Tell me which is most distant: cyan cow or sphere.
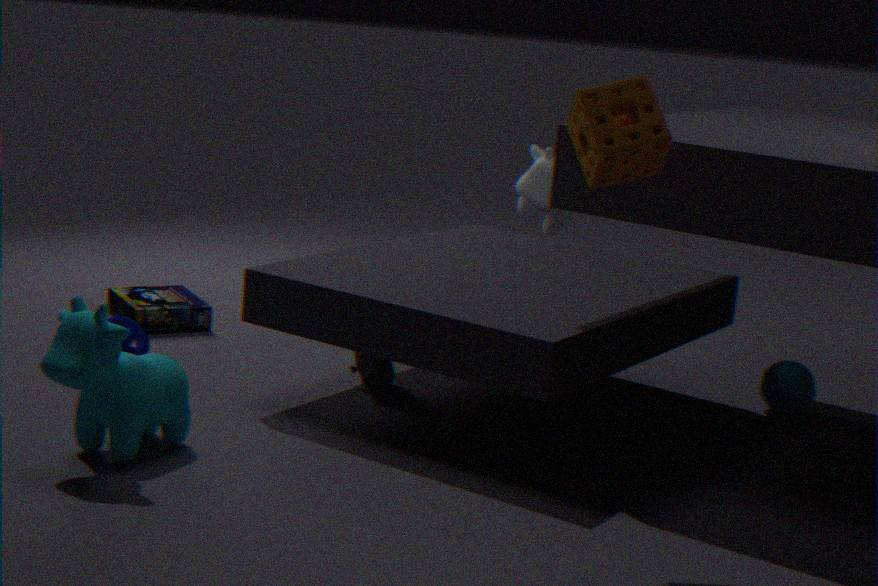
sphere
